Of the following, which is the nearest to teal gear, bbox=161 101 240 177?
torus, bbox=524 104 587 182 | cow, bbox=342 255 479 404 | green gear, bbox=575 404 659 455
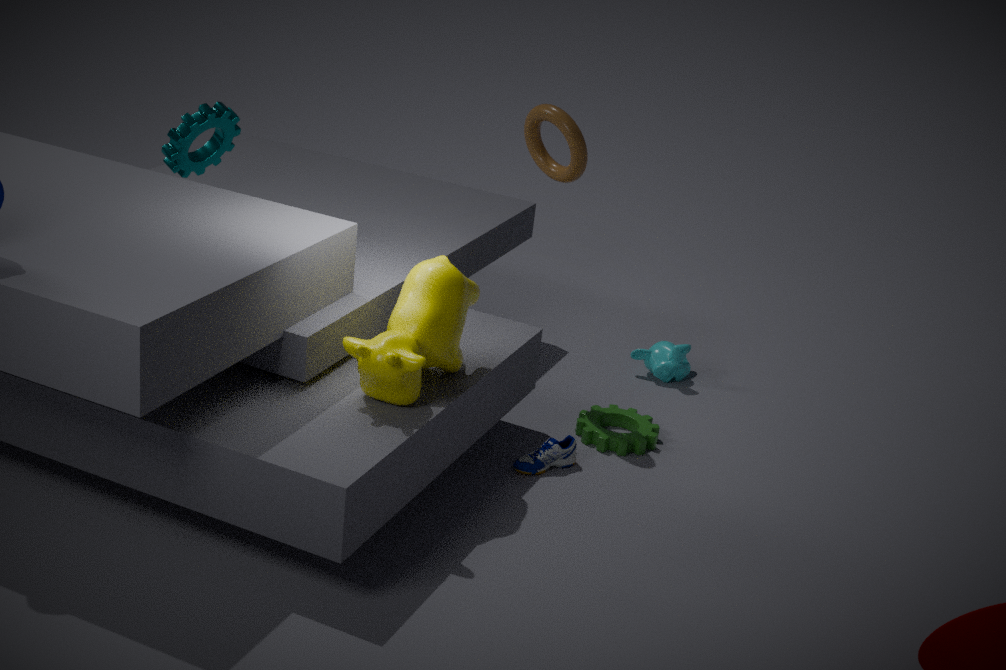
cow, bbox=342 255 479 404
